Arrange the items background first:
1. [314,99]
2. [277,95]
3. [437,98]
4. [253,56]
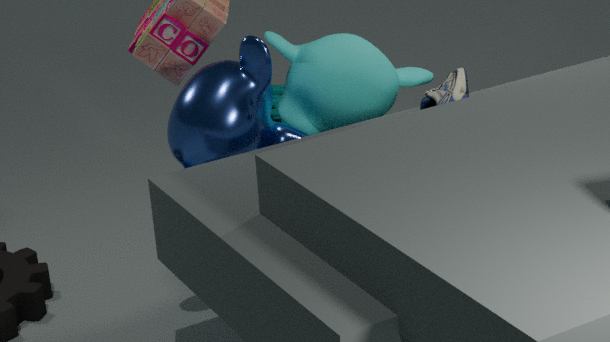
[277,95] < [314,99] < [437,98] < [253,56]
